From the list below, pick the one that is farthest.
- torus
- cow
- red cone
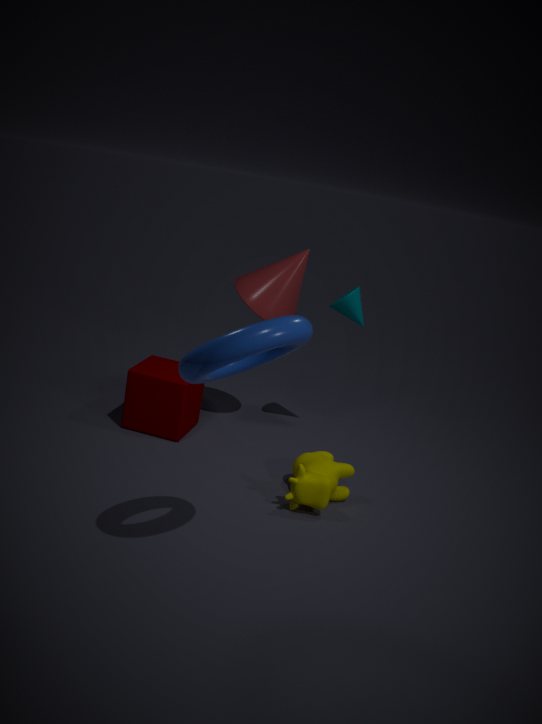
Result: red cone
